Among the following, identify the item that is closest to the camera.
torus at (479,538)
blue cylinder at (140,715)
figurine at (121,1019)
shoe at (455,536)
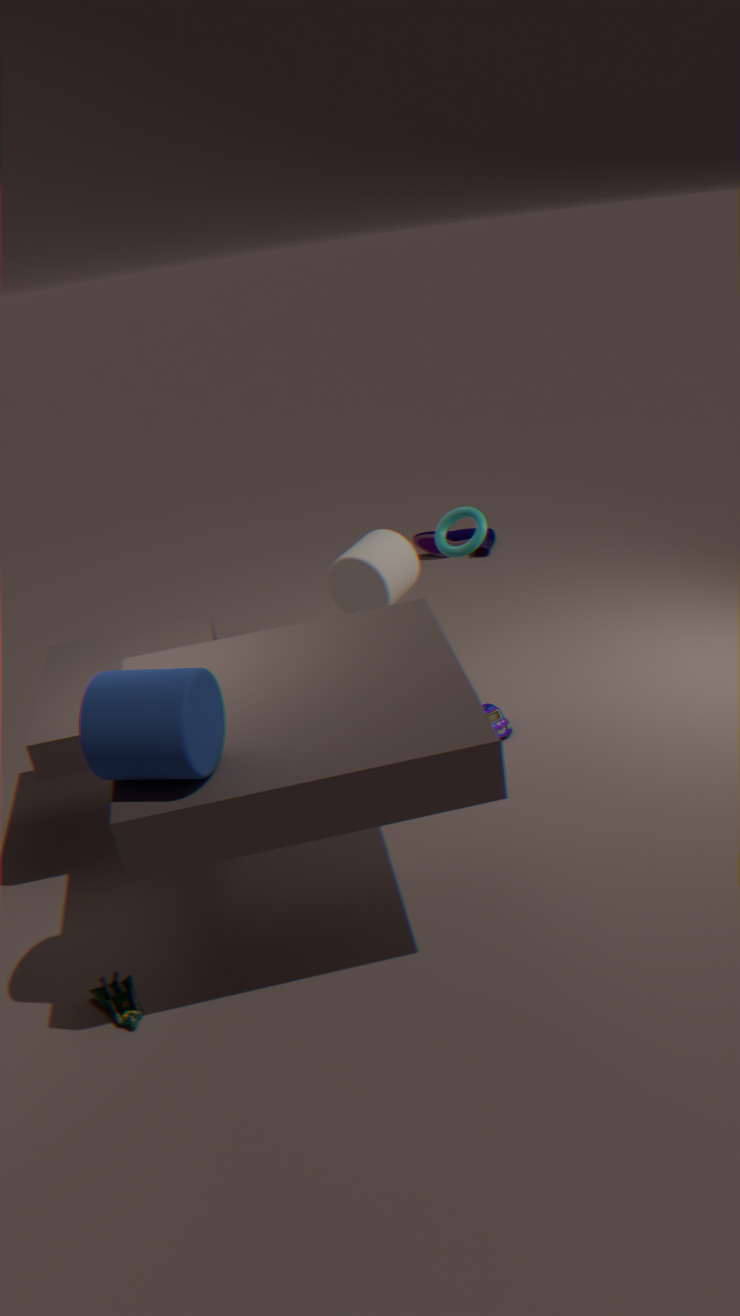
blue cylinder at (140,715)
